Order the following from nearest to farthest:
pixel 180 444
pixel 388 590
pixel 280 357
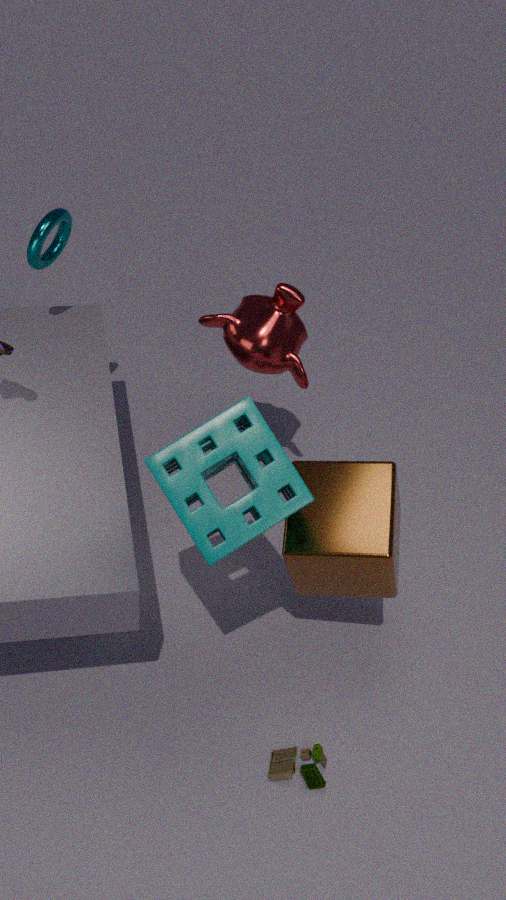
pixel 180 444
pixel 388 590
pixel 280 357
